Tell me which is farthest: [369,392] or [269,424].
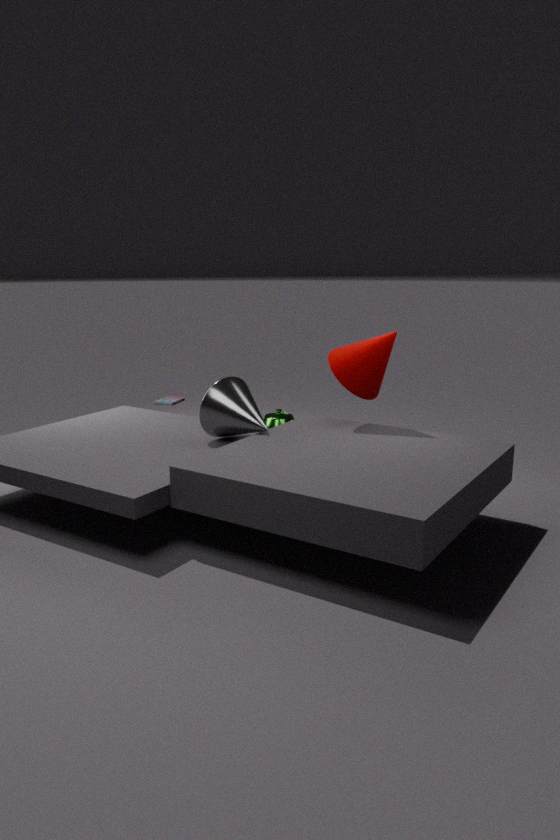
[269,424]
